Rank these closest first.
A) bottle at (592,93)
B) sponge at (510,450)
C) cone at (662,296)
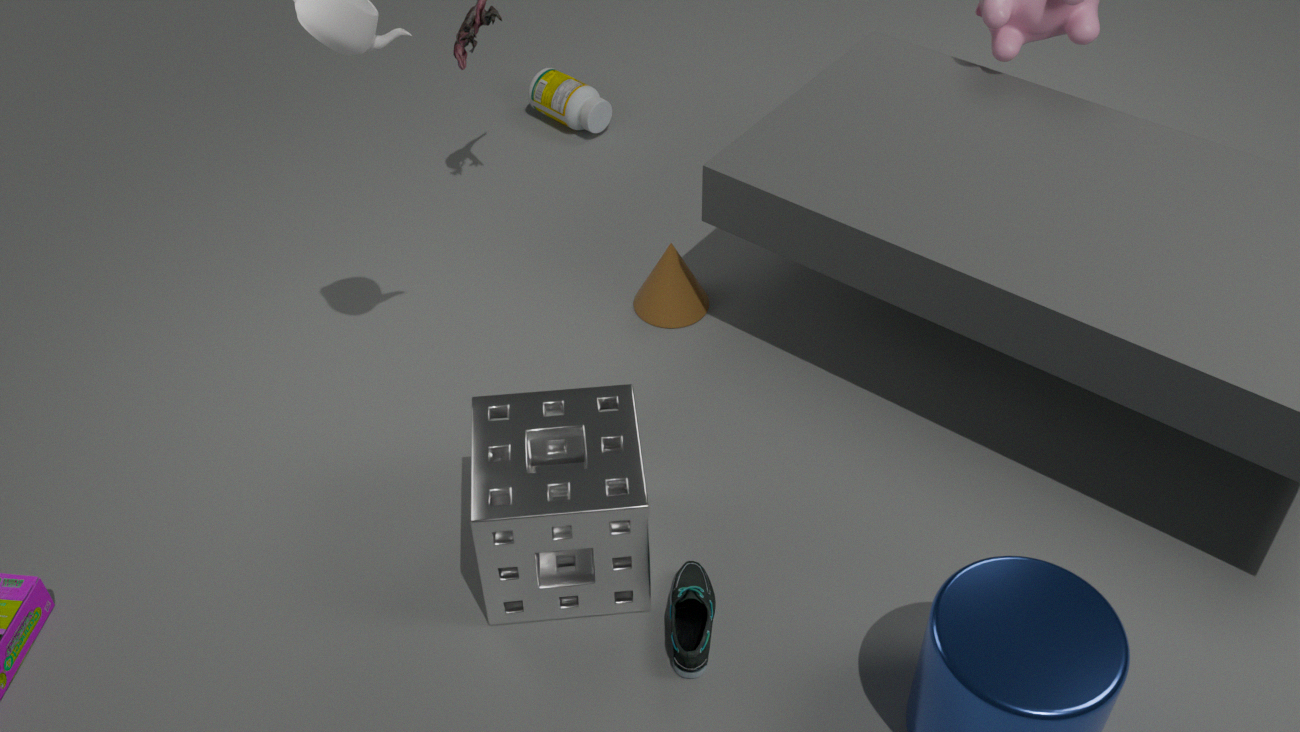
sponge at (510,450) < cone at (662,296) < bottle at (592,93)
